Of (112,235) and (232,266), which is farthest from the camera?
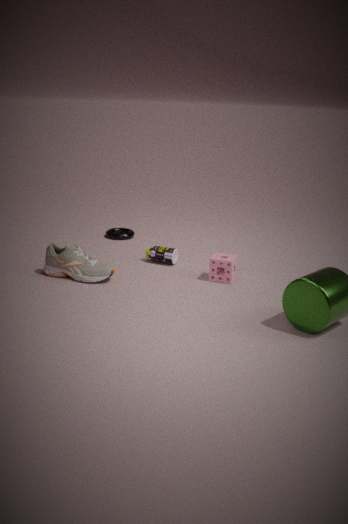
(112,235)
